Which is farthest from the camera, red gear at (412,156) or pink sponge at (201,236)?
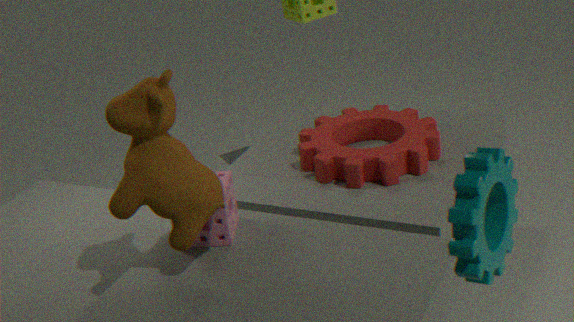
red gear at (412,156)
